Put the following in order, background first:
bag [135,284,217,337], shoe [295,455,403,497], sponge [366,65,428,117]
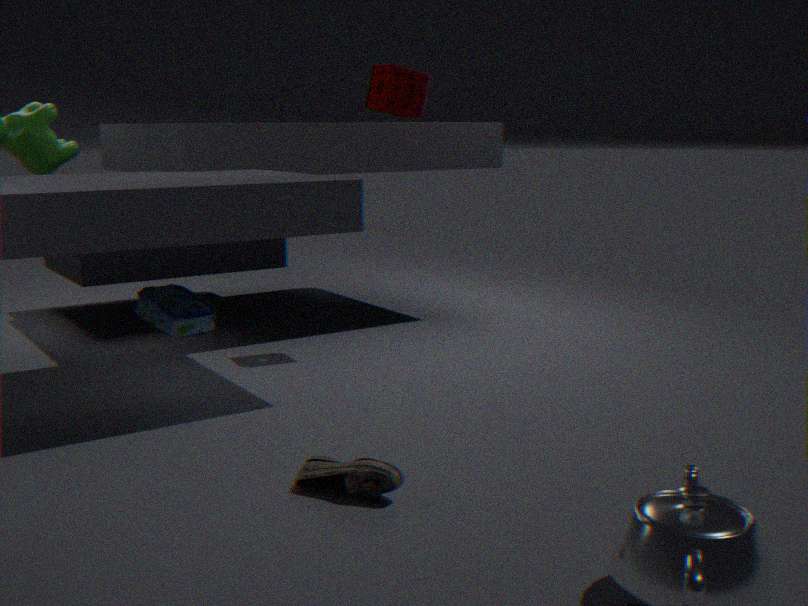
sponge [366,65,428,117]
bag [135,284,217,337]
shoe [295,455,403,497]
